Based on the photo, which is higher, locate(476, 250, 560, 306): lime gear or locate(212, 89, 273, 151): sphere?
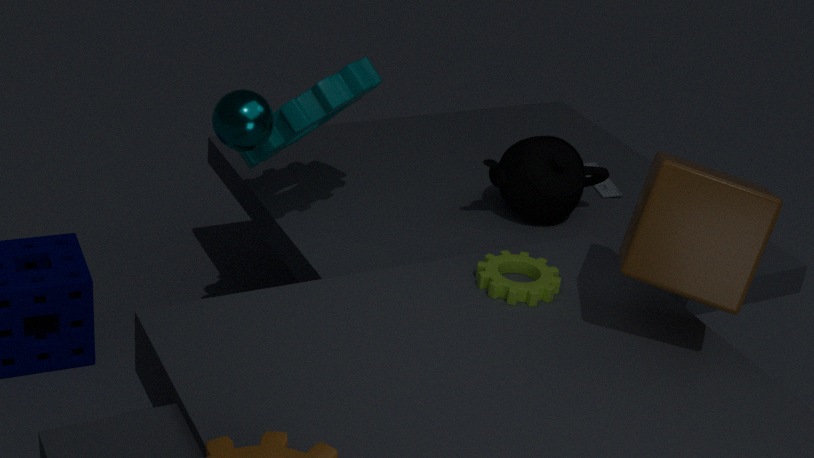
locate(212, 89, 273, 151): sphere
